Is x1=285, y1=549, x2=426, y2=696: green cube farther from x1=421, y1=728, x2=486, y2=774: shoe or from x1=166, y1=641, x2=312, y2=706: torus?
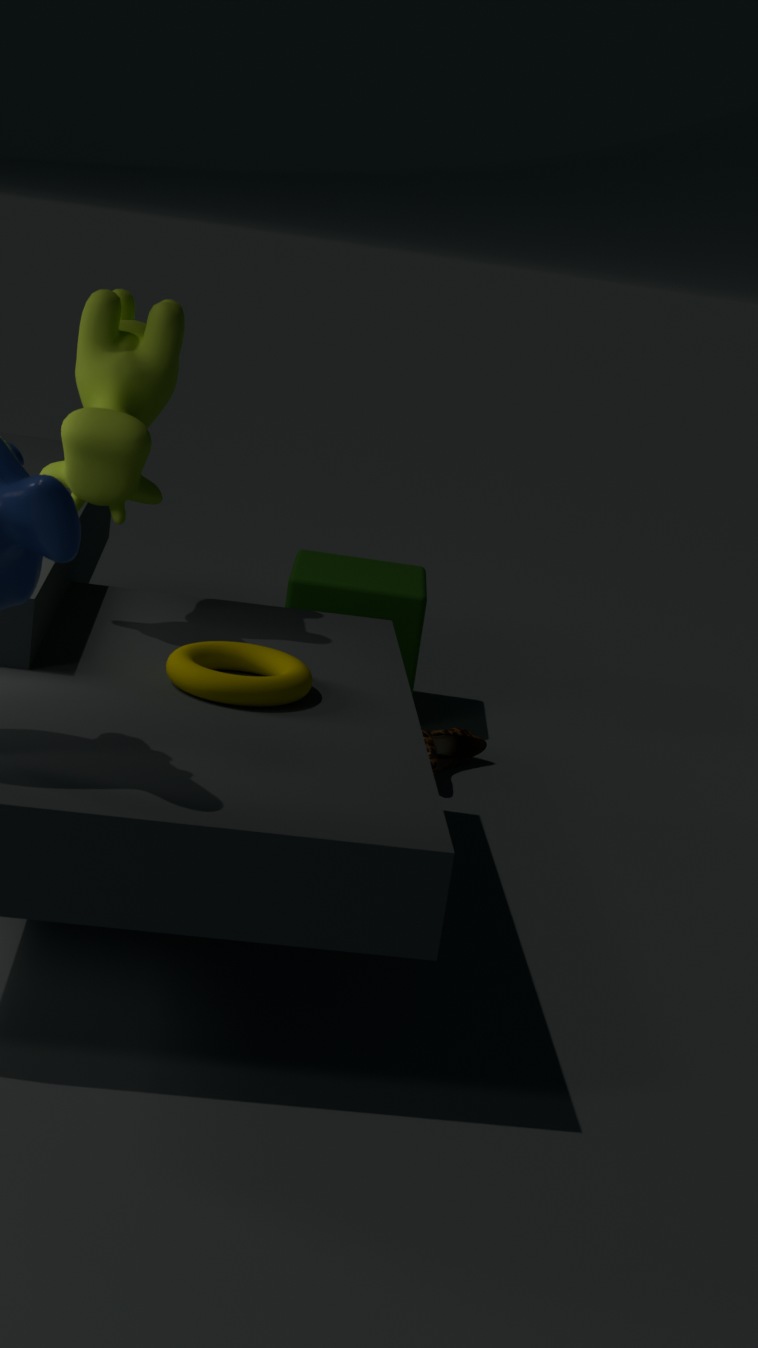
x1=166, y1=641, x2=312, y2=706: torus
